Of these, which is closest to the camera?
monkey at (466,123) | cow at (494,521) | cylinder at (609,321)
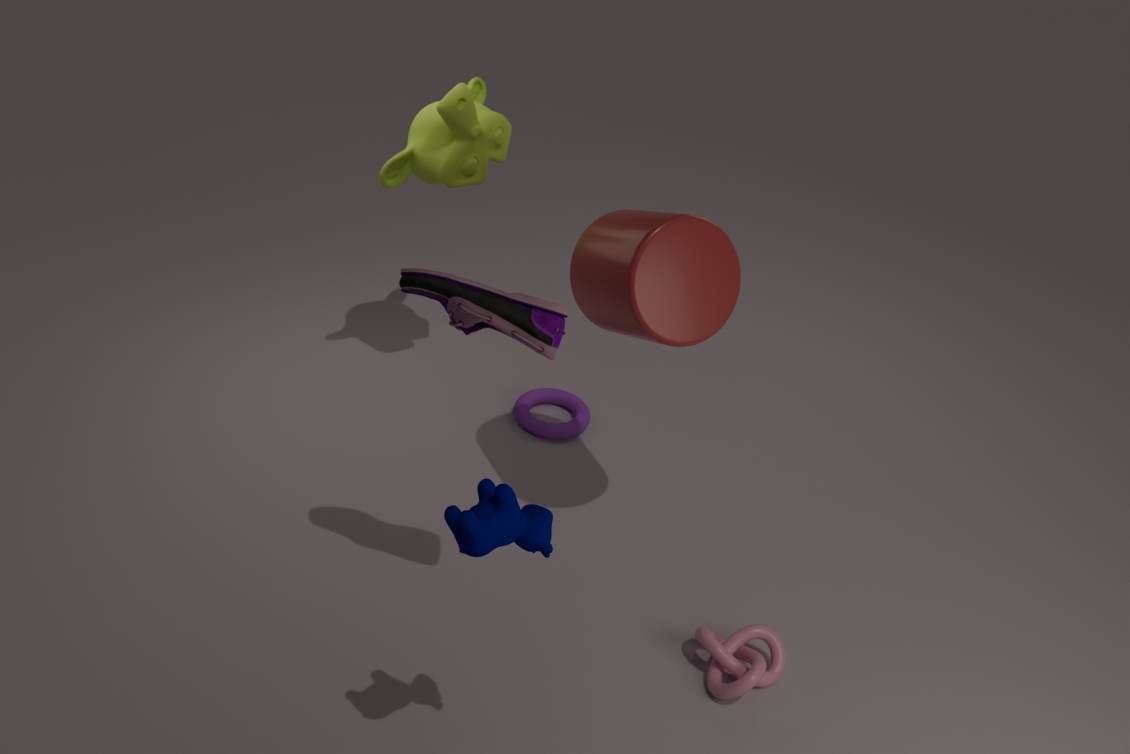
cow at (494,521)
